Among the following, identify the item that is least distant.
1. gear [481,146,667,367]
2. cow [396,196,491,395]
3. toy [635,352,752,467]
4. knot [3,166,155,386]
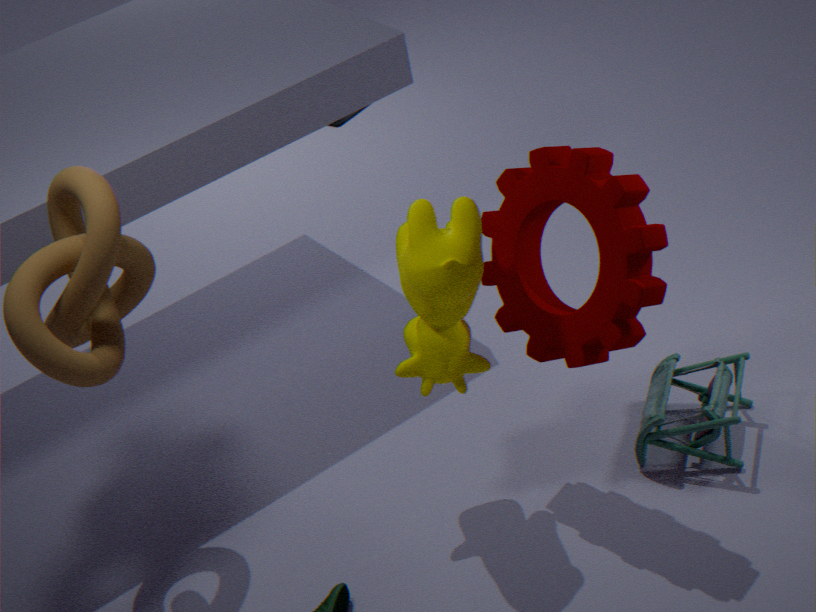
knot [3,166,155,386]
